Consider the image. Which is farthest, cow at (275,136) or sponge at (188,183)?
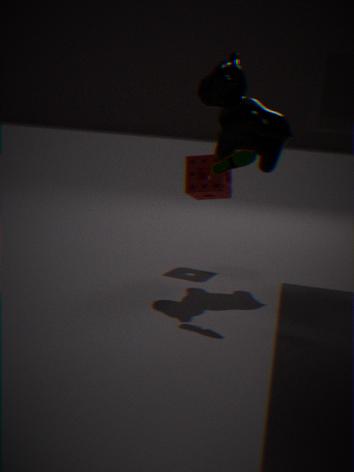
sponge at (188,183)
